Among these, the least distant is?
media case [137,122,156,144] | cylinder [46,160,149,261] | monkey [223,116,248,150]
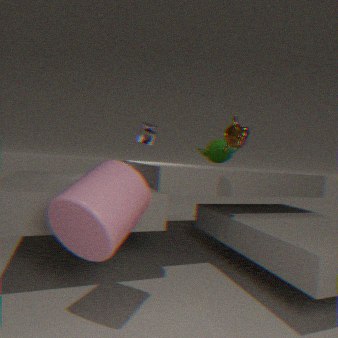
cylinder [46,160,149,261]
